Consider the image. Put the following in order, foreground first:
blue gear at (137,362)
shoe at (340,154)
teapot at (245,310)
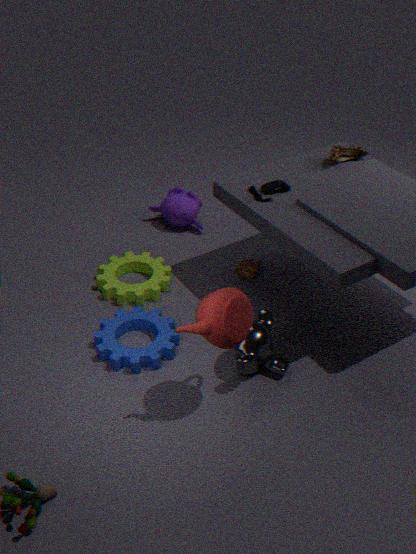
teapot at (245,310) < blue gear at (137,362) < shoe at (340,154)
